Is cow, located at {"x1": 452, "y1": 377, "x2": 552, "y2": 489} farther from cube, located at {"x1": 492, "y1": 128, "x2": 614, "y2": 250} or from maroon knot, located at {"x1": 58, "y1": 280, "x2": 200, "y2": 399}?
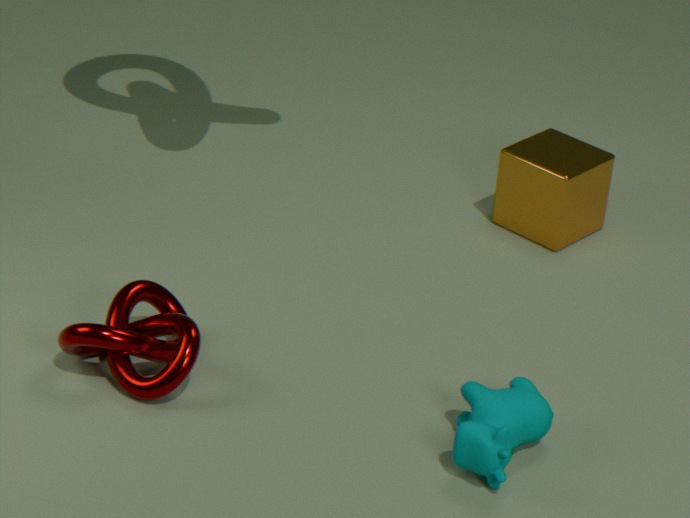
cube, located at {"x1": 492, "y1": 128, "x2": 614, "y2": 250}
